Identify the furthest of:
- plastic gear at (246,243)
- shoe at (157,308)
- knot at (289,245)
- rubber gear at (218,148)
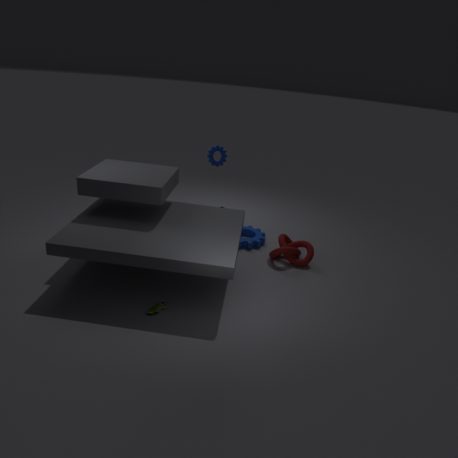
rubber gear at (218,148)
